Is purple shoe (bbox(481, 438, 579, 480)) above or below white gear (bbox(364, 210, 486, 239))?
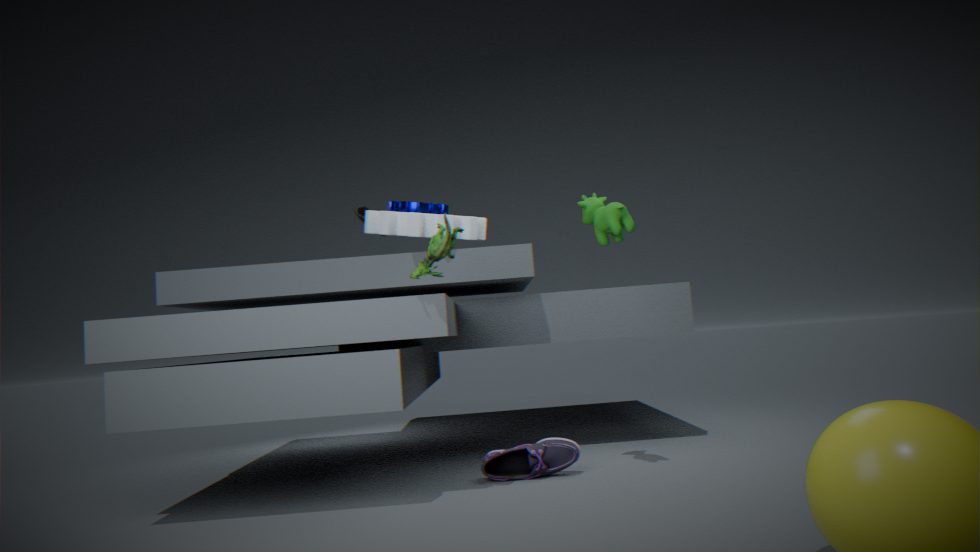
below
